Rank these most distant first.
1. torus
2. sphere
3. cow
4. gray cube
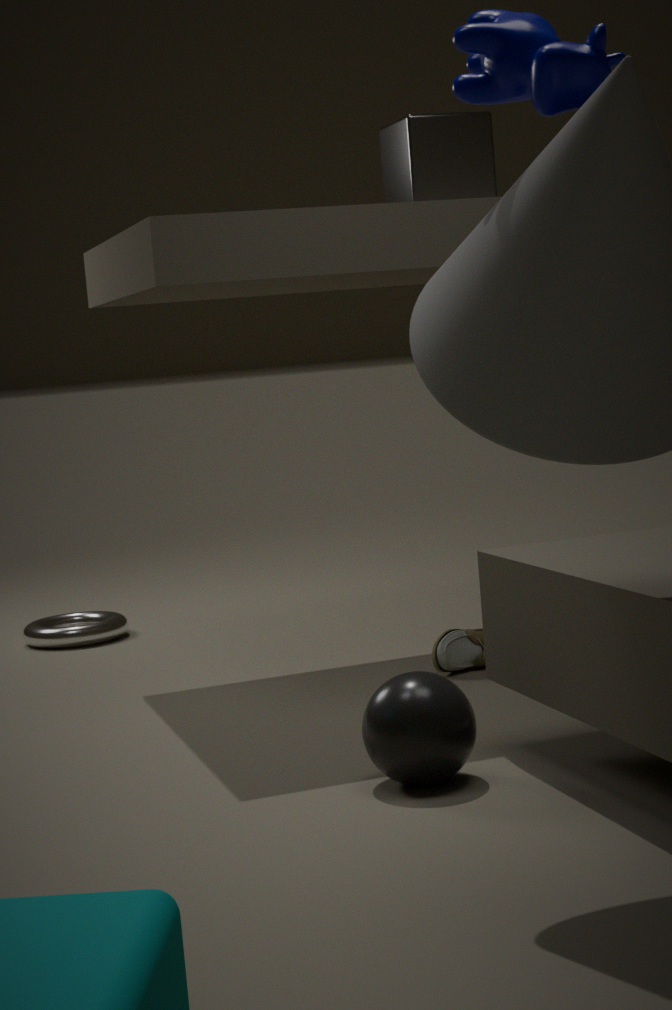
torus → gray cube → sphere → cow
